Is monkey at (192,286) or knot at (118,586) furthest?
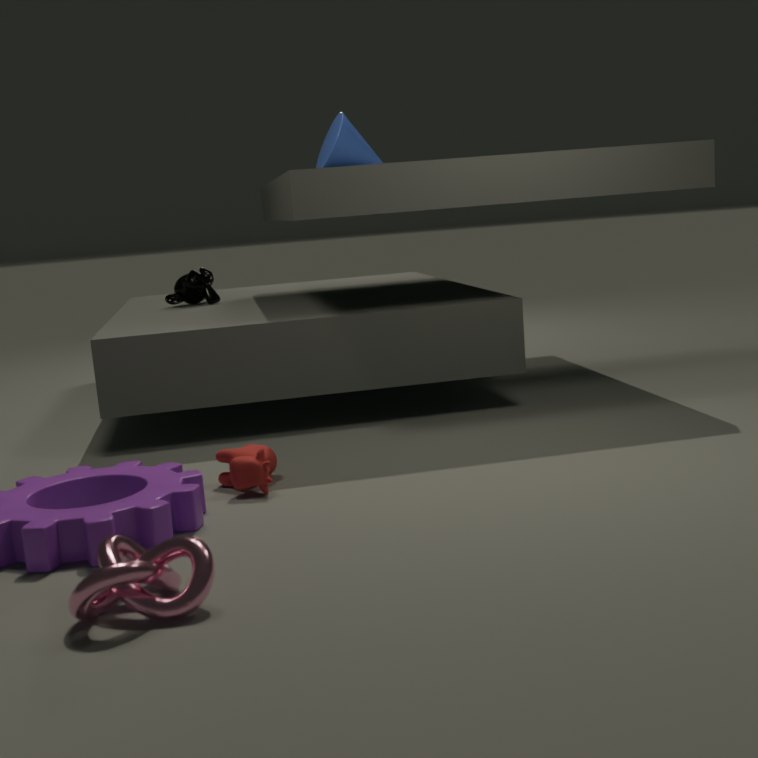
monkey at (192,286)
